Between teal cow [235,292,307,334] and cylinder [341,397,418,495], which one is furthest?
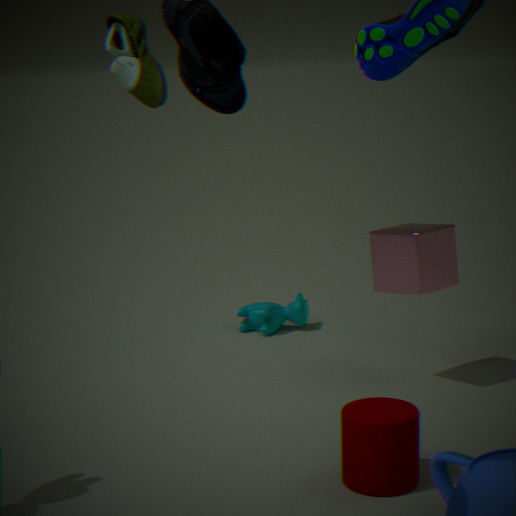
teal cow [235,292,307,334]
